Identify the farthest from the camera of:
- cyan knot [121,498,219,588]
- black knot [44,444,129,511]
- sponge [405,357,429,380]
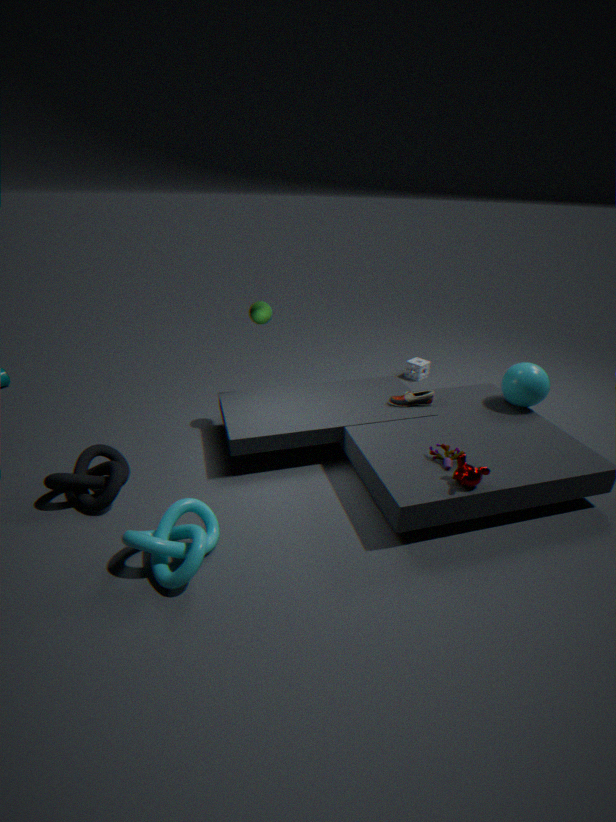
sponge [405,357,429,380]
